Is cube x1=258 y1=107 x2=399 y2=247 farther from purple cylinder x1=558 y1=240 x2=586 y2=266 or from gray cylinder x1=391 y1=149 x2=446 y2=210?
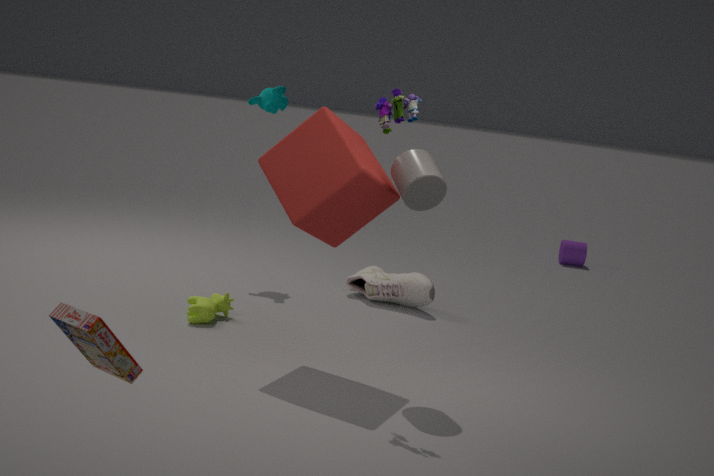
purple cylinder x1=558 y1=240 x2=586 y2=266
